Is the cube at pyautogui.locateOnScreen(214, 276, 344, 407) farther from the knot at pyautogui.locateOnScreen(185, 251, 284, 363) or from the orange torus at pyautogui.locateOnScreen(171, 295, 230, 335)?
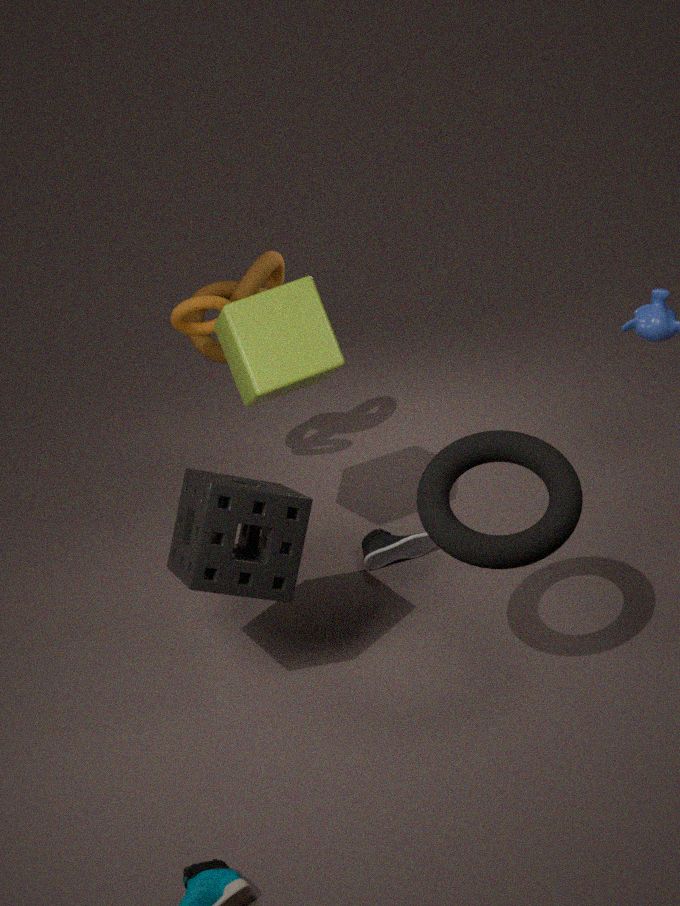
the knot at pyautogui.locateOnScreen(185, 251, 284, 363)
